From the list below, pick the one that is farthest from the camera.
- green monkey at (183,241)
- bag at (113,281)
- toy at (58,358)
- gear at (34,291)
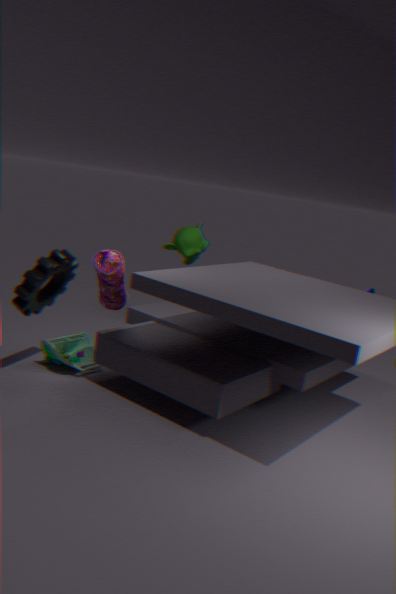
green monkey at (183,241)
